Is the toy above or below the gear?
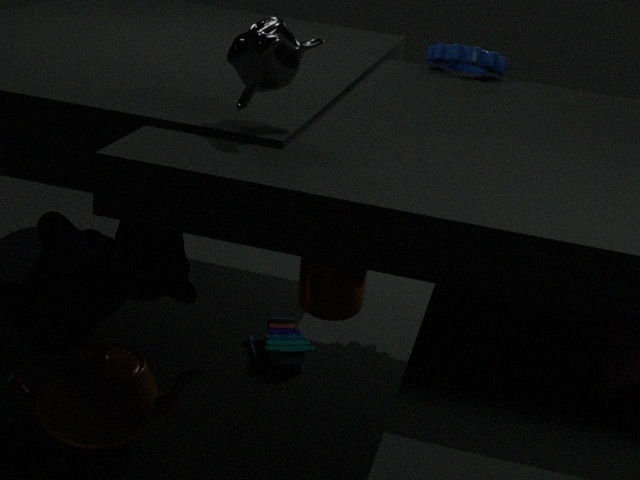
below
